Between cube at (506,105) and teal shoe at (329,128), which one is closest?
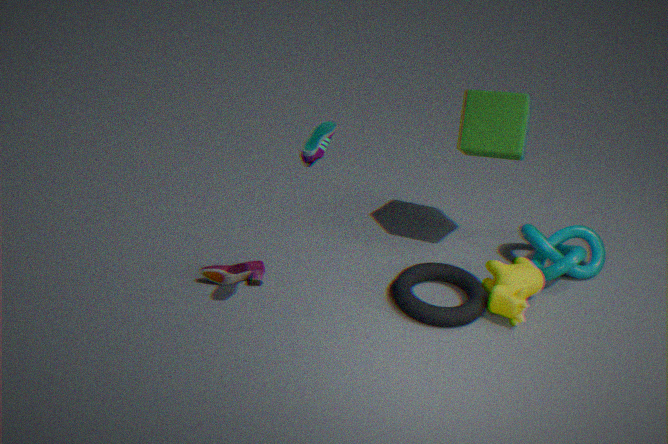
teal shoe at (329,128)
